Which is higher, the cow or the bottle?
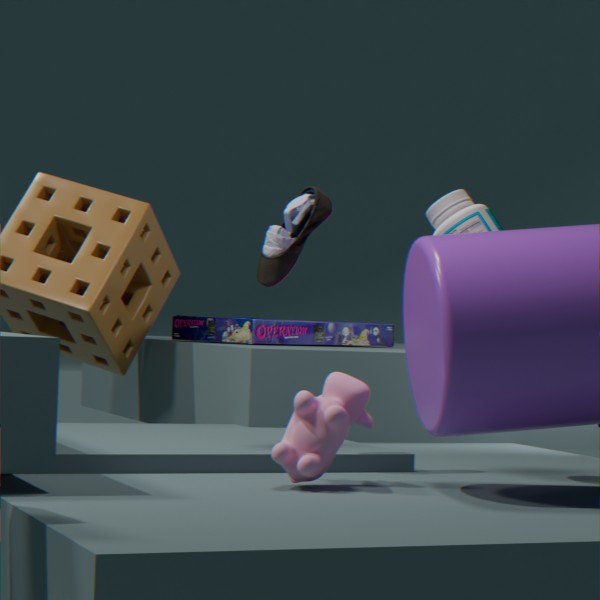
the bottle
